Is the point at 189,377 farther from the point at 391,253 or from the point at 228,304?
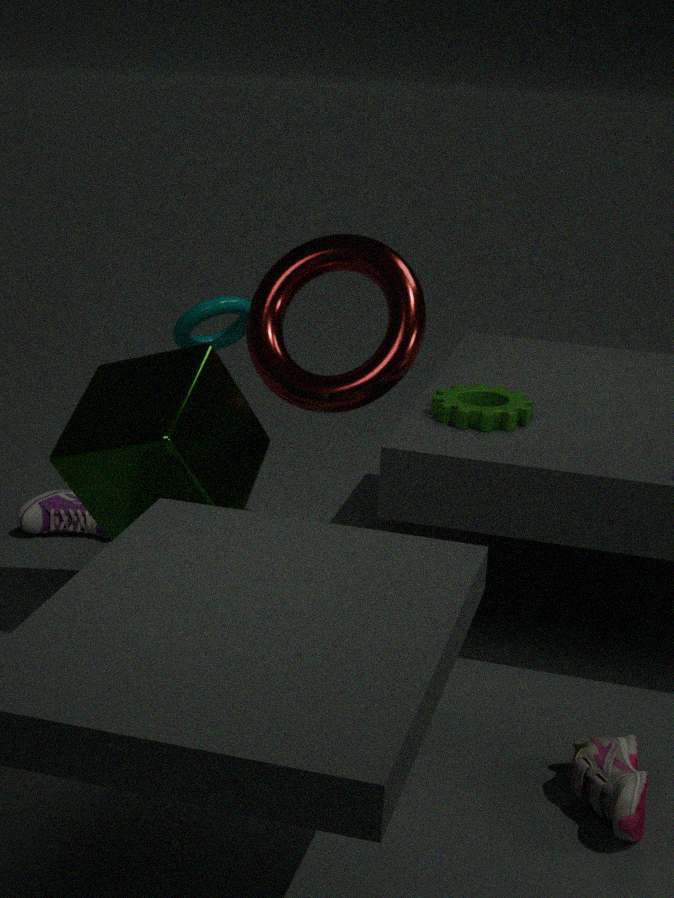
the point at 228,304
